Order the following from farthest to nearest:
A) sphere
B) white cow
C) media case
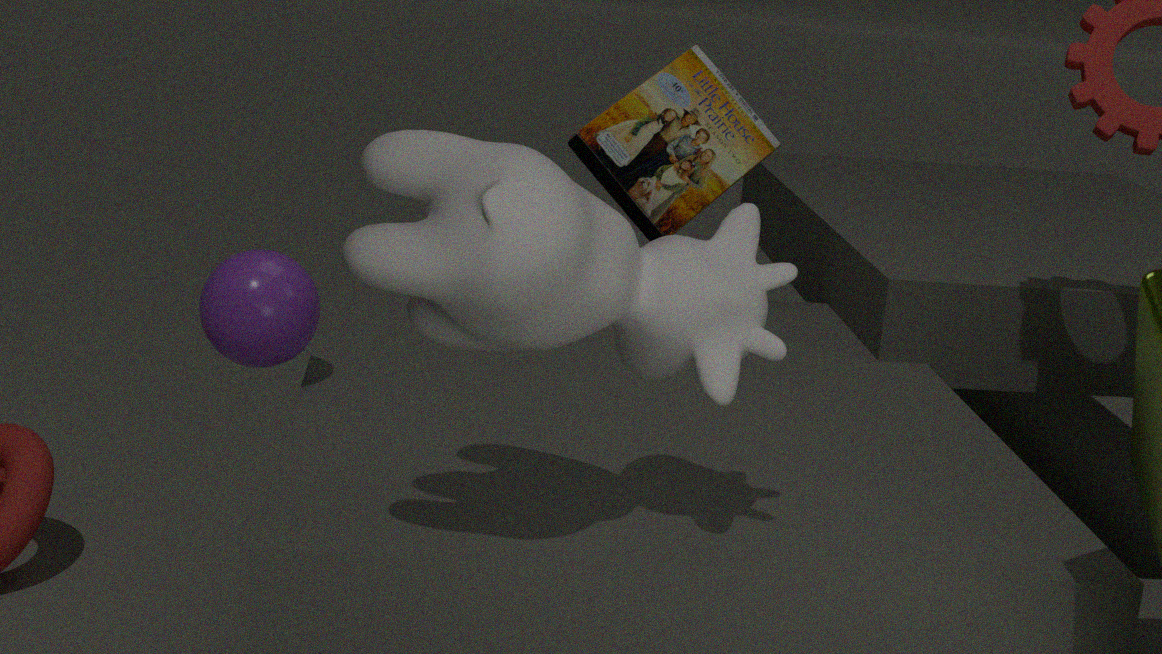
media case → sphere → white cow
